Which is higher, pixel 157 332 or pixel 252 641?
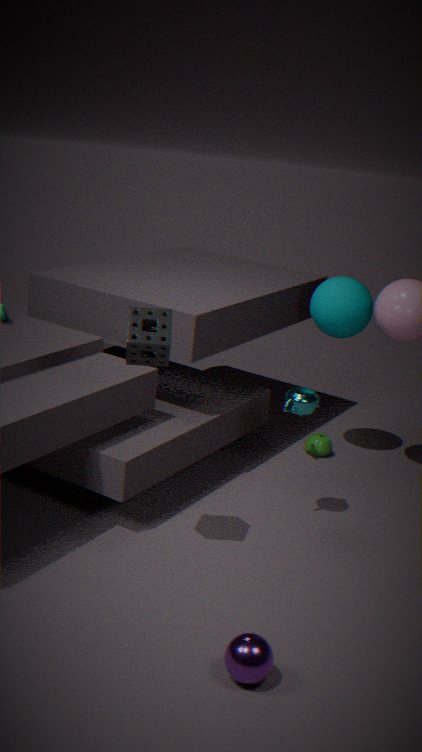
pixel 157 332
